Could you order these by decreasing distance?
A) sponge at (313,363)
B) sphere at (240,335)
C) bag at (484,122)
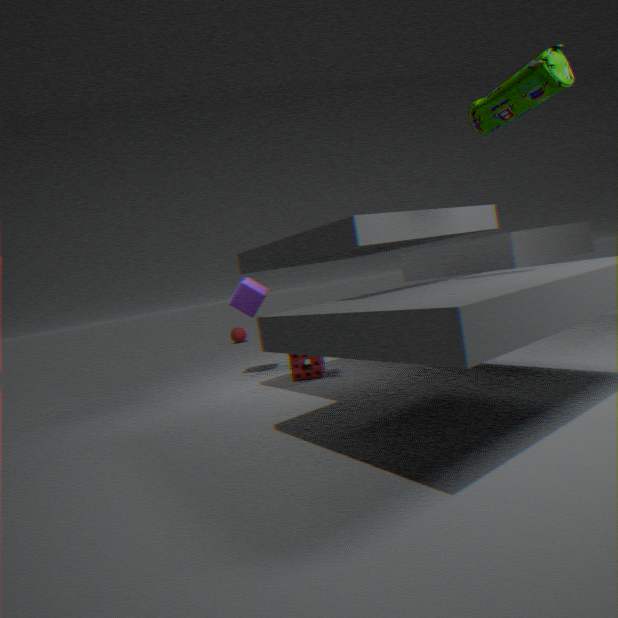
sphere at (240,335)
sponge at (313,363)
bag at (484,122)
